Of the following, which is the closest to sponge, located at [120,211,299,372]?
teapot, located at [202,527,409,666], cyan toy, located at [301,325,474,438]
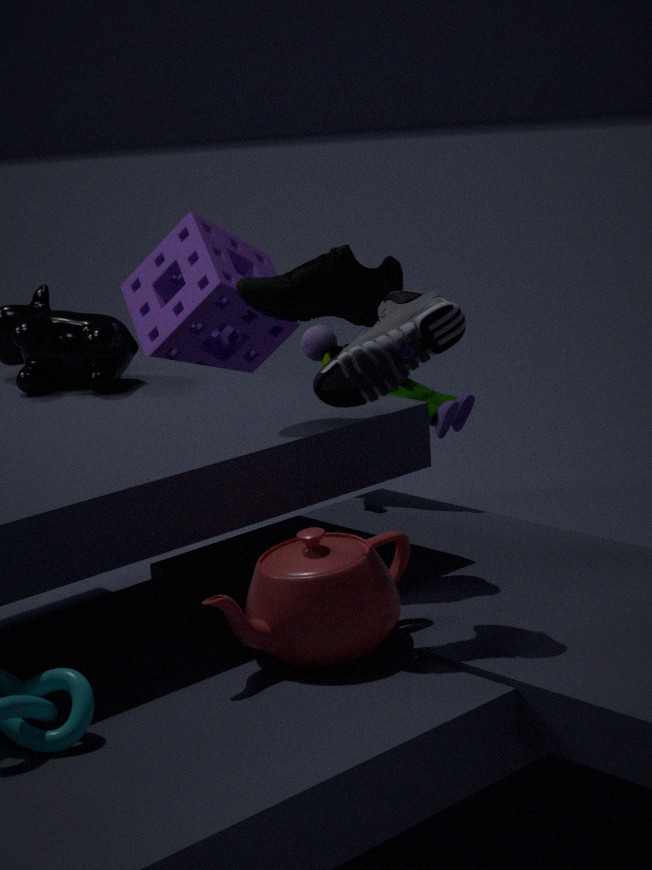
cyan toy, located at [301,325,474,438]
